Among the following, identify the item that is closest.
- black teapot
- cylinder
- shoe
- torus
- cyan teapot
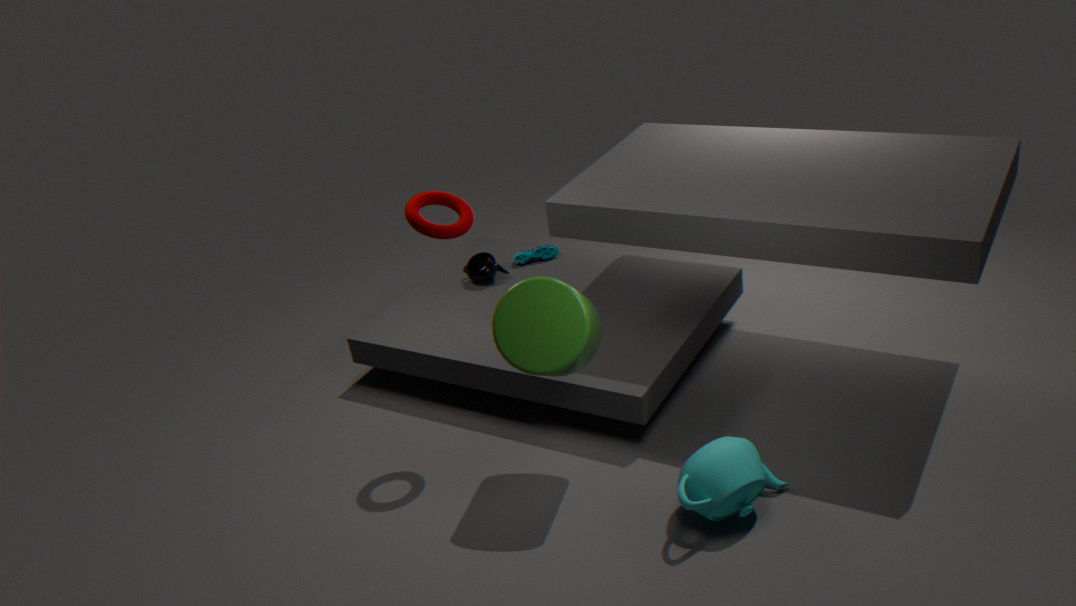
cyan teapot
